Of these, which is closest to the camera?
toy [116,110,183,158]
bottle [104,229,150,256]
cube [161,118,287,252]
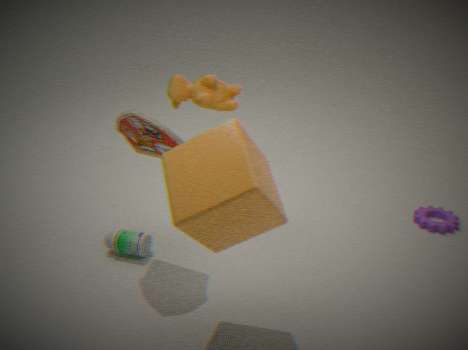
cube [161,118,287,252]
